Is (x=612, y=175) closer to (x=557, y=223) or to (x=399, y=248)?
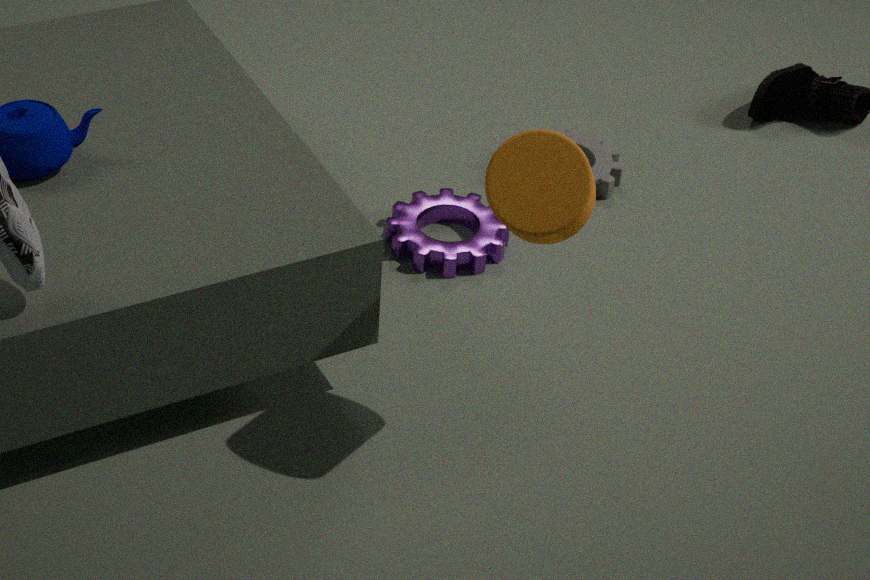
(x=399, y=248)
